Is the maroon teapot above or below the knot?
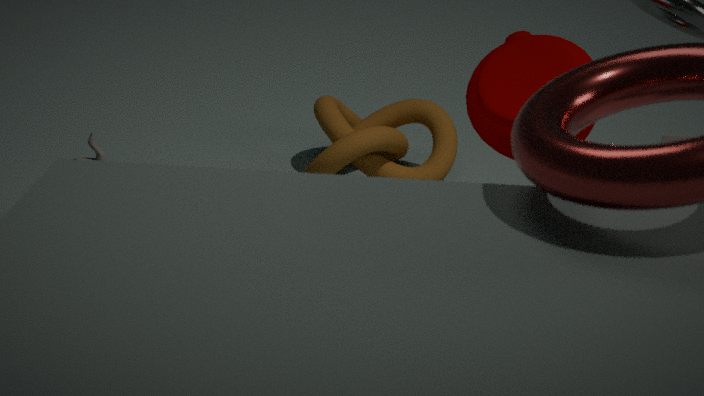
above
